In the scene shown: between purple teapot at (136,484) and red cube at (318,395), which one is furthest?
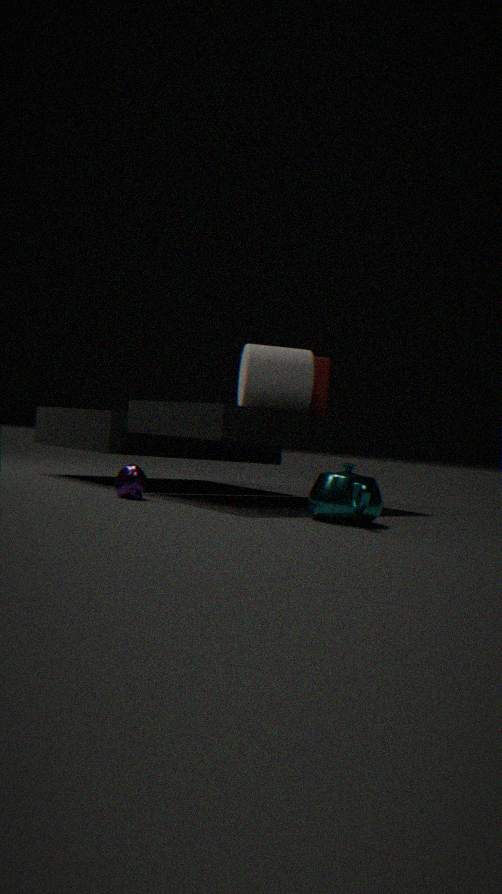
red cube at (318,395)
